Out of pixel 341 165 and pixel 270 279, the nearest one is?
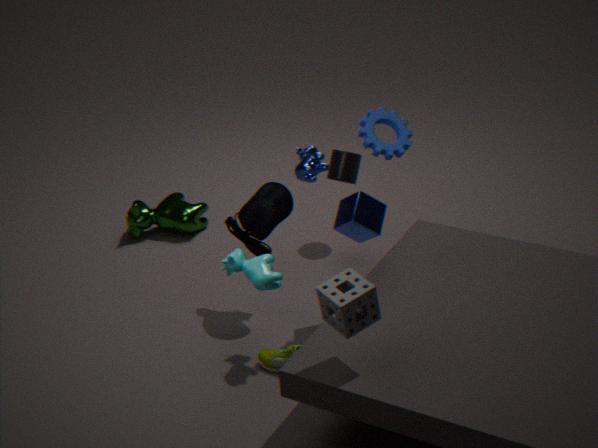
pixel 270 279
